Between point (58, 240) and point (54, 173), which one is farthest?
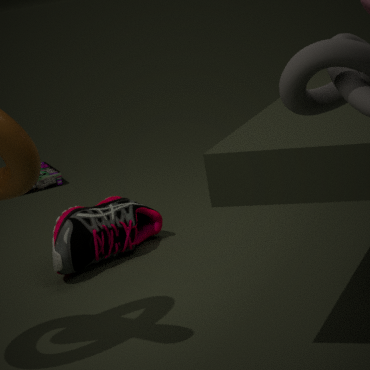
point (54, 173)
